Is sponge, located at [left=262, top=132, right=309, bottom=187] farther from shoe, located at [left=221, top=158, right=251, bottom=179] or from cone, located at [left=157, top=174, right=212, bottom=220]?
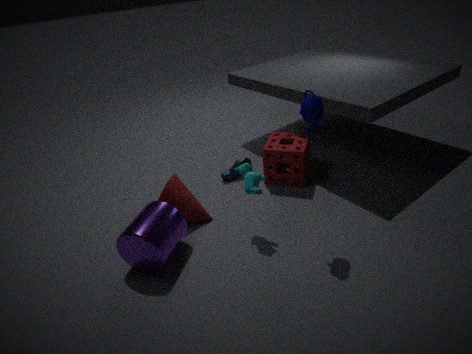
cone, located at [left=157, top=174, right=212, bottom=220]
